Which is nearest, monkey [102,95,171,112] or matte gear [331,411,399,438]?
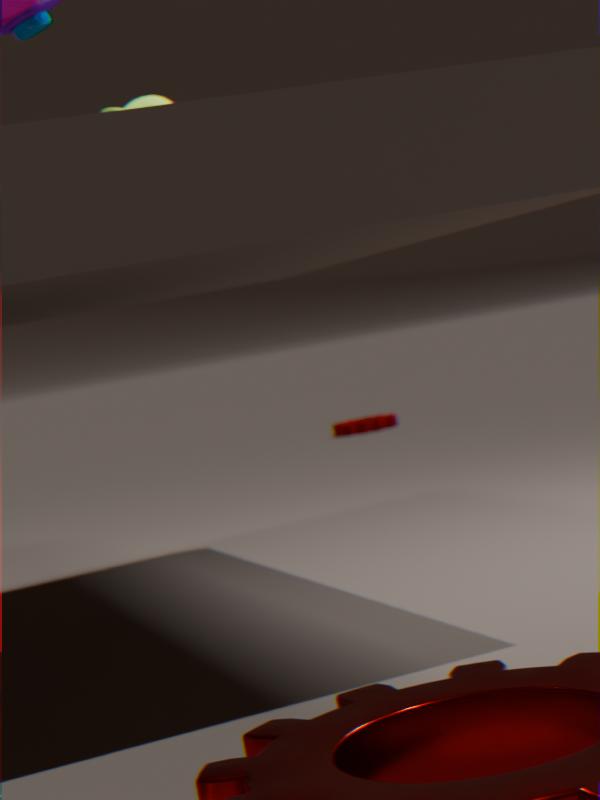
monkey [102,95,171,112]
